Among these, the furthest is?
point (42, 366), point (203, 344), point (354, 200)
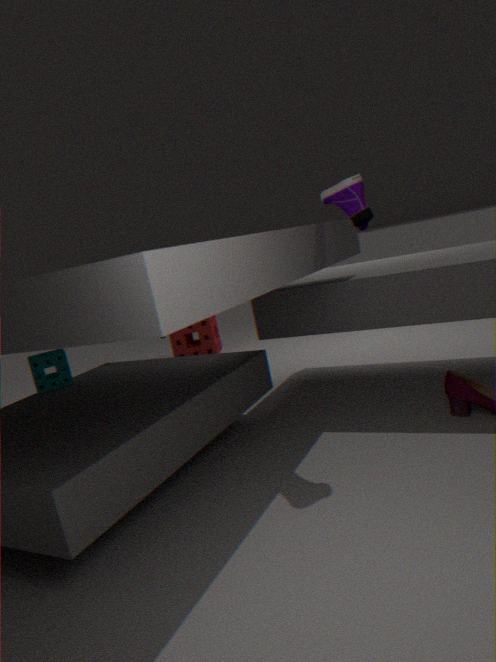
point (203, 344)
